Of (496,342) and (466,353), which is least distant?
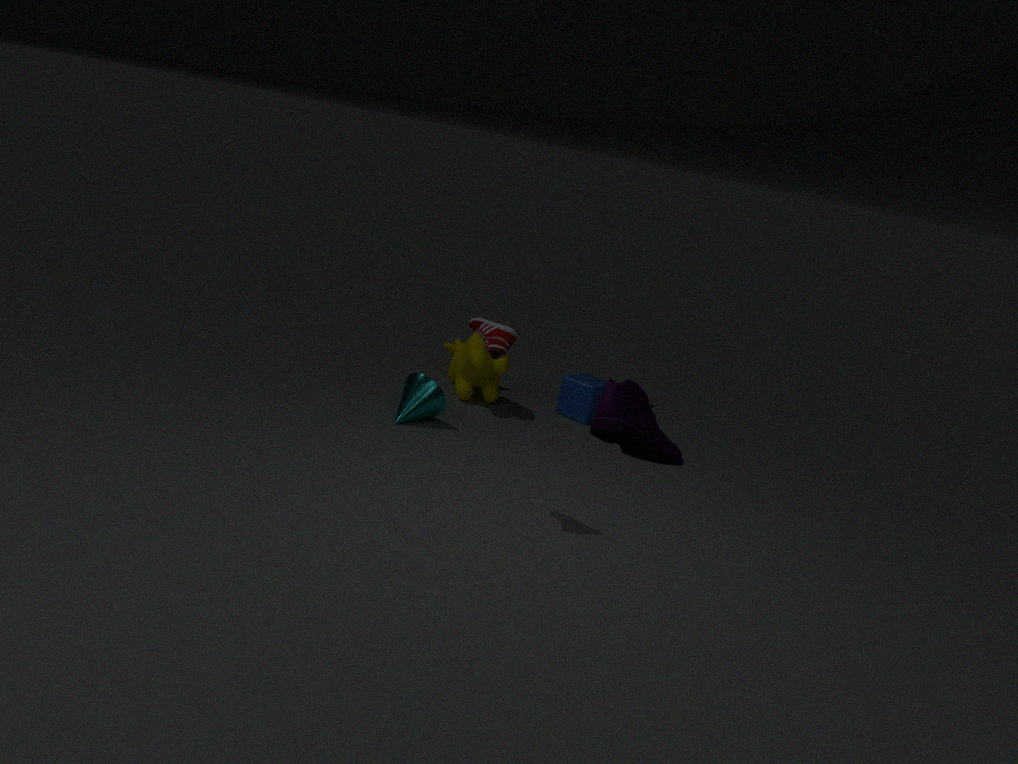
(496,342)
